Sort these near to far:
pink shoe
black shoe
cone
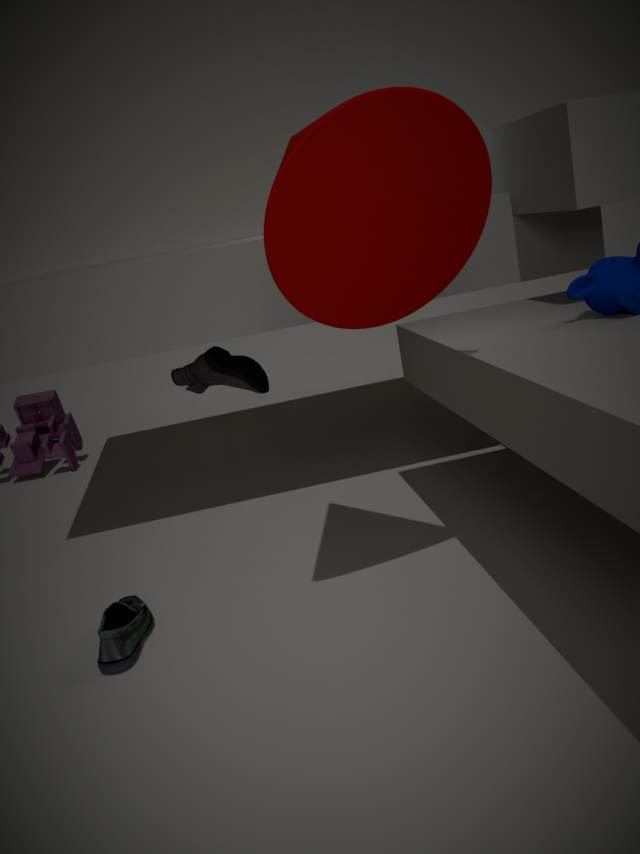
cone, black shoe, pink shoe
